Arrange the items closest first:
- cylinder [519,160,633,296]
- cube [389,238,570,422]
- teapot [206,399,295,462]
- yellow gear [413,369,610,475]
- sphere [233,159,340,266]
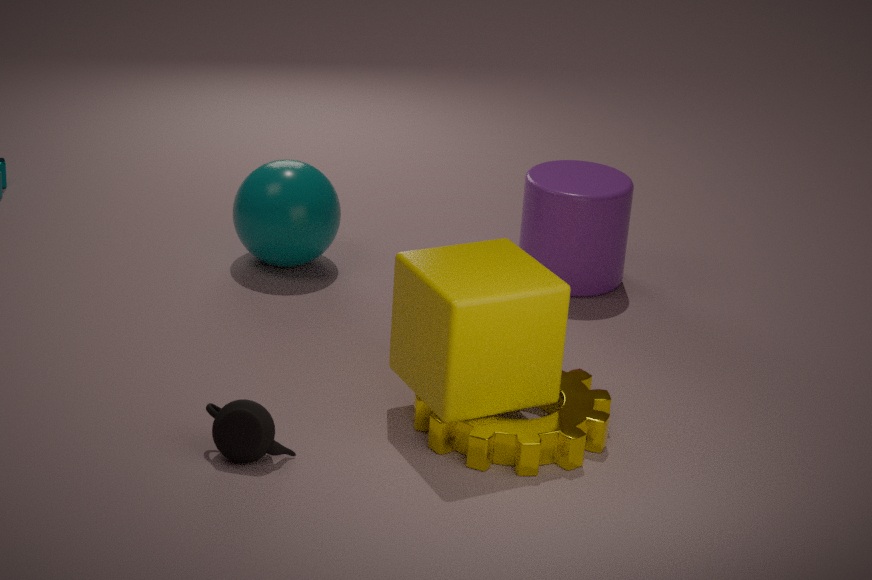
teapot [206,399,295,462] < cube [389,238,570,422] < yellow gear [413,369,610,475] < cylinder [519,160,633,296] < sphere [233,159,340,266]
